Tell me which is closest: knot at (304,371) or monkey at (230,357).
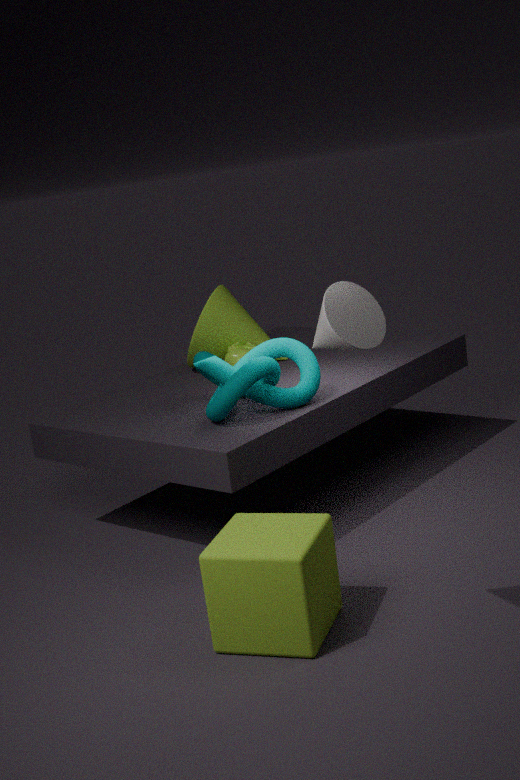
knot at (304,371)
